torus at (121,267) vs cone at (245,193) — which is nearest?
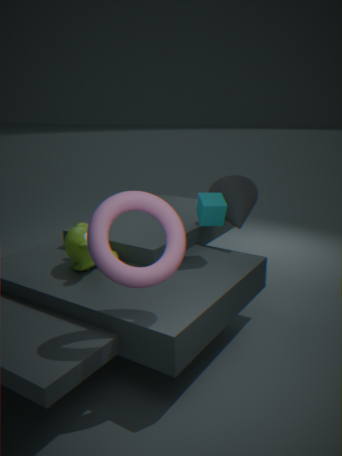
torus at (121,267)
